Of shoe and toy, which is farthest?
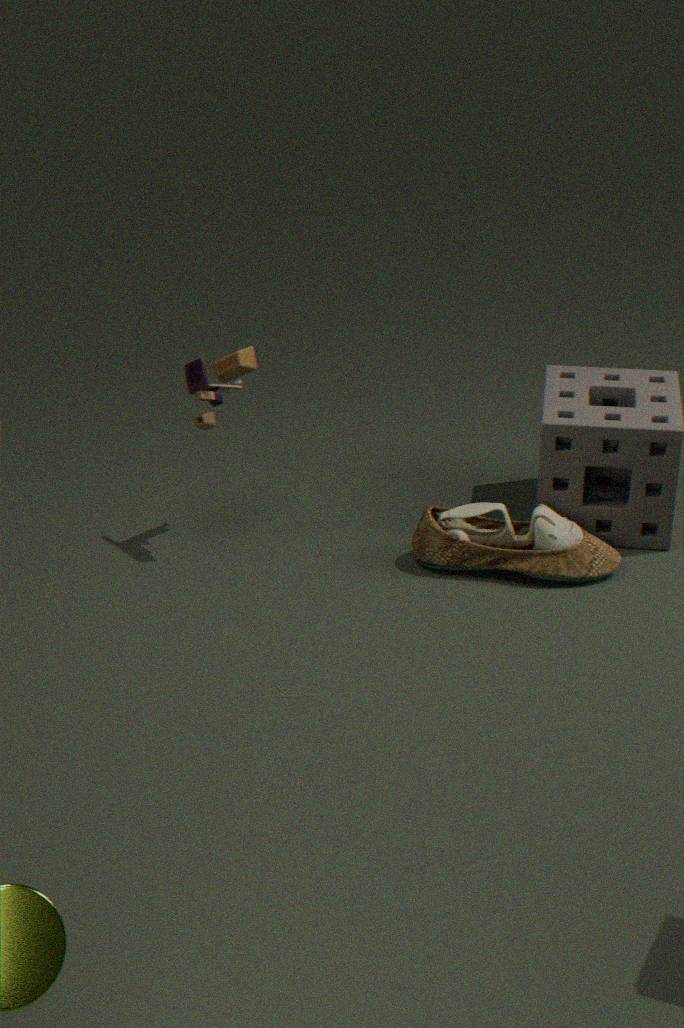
shoe
